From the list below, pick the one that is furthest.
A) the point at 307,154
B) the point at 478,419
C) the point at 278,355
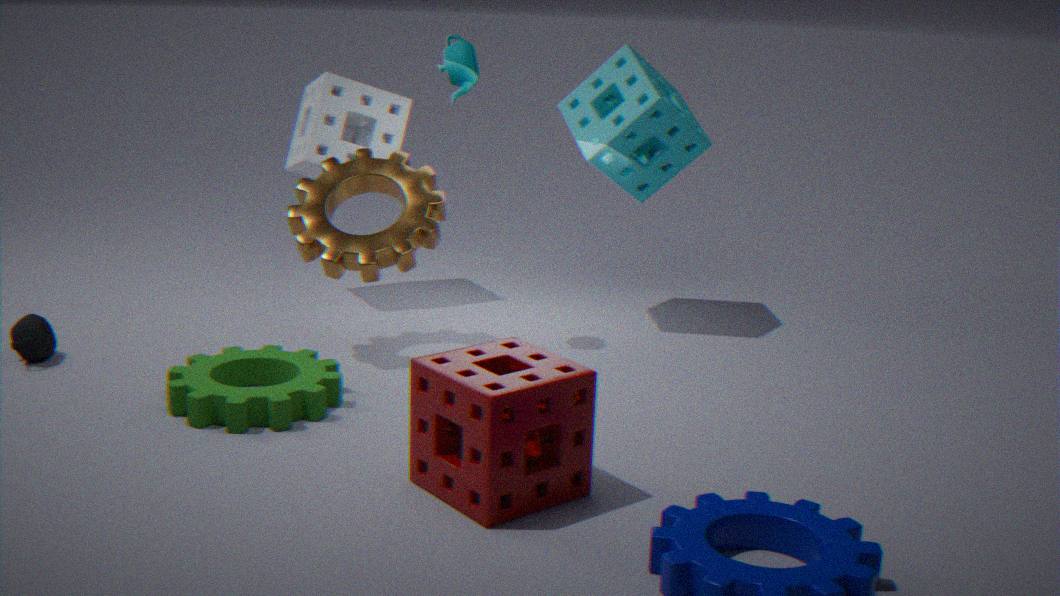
A. the point at 307,154
